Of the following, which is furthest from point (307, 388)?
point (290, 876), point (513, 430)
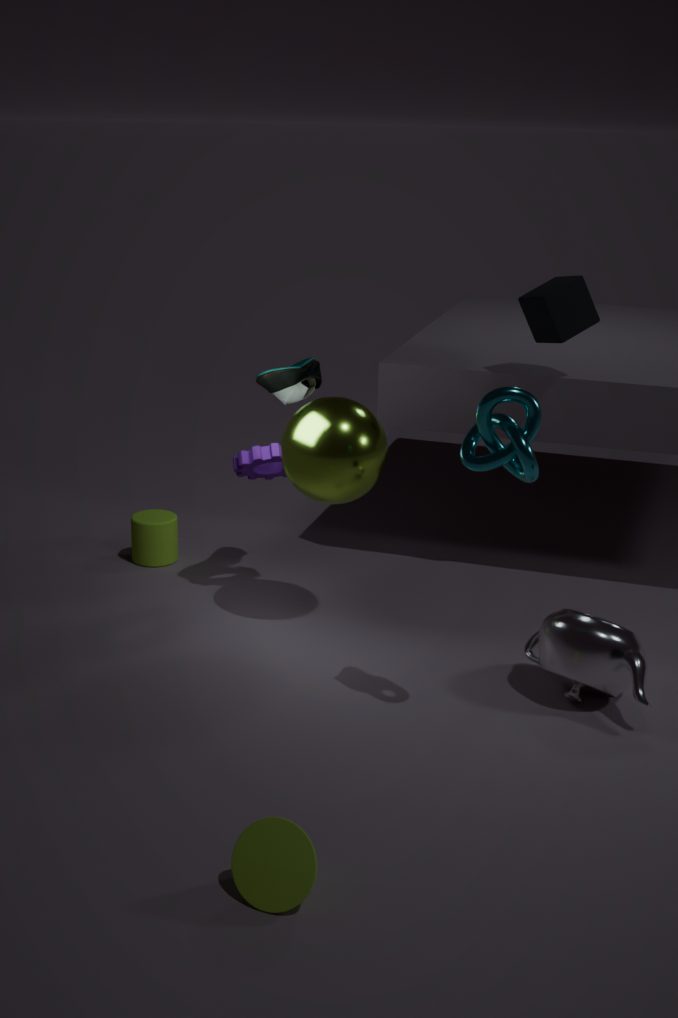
point (290, 876)
